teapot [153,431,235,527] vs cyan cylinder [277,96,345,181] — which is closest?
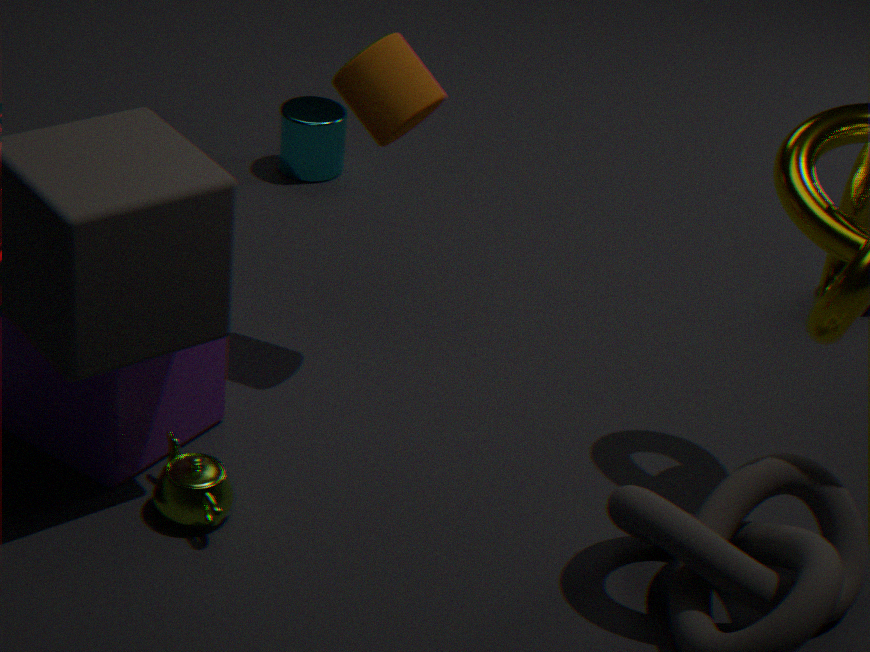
teapot [153,431,235,527]
